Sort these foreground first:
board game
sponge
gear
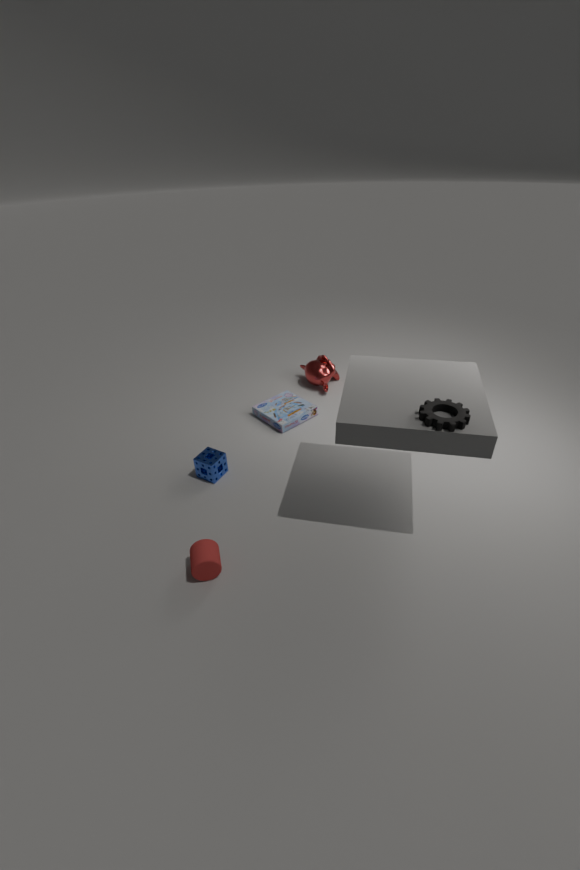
gear, sponge, board game
